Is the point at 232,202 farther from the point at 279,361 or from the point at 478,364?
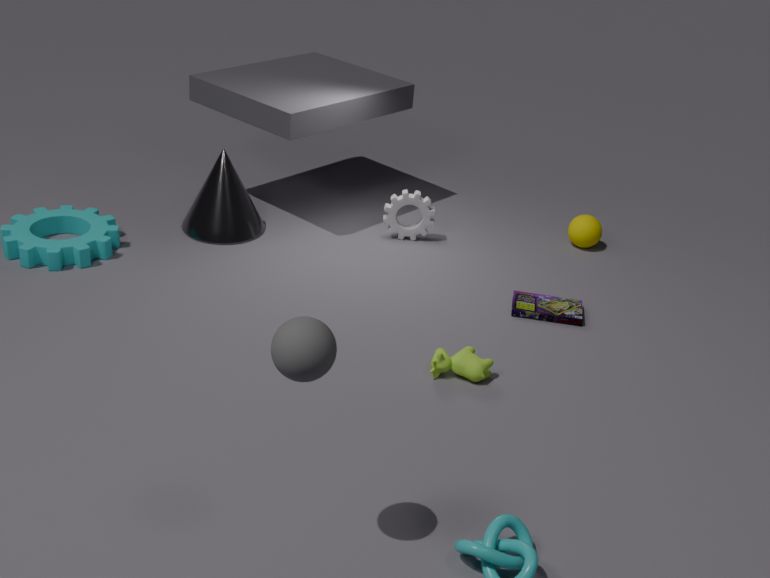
the point at 279,361
